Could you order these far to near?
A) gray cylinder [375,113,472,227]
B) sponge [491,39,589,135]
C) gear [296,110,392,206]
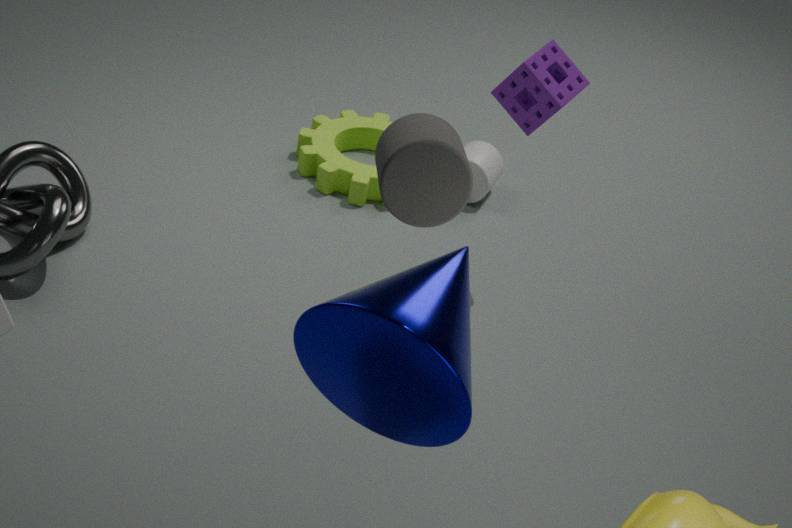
gear [296,110,392,206]
sponge [491,39,589,135]
gray cylinder [375,113,472,227]
